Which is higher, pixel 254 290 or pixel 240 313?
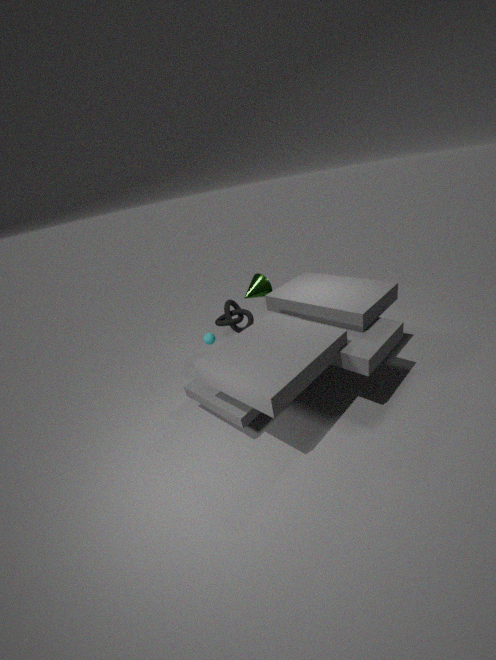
pixel 254 290
